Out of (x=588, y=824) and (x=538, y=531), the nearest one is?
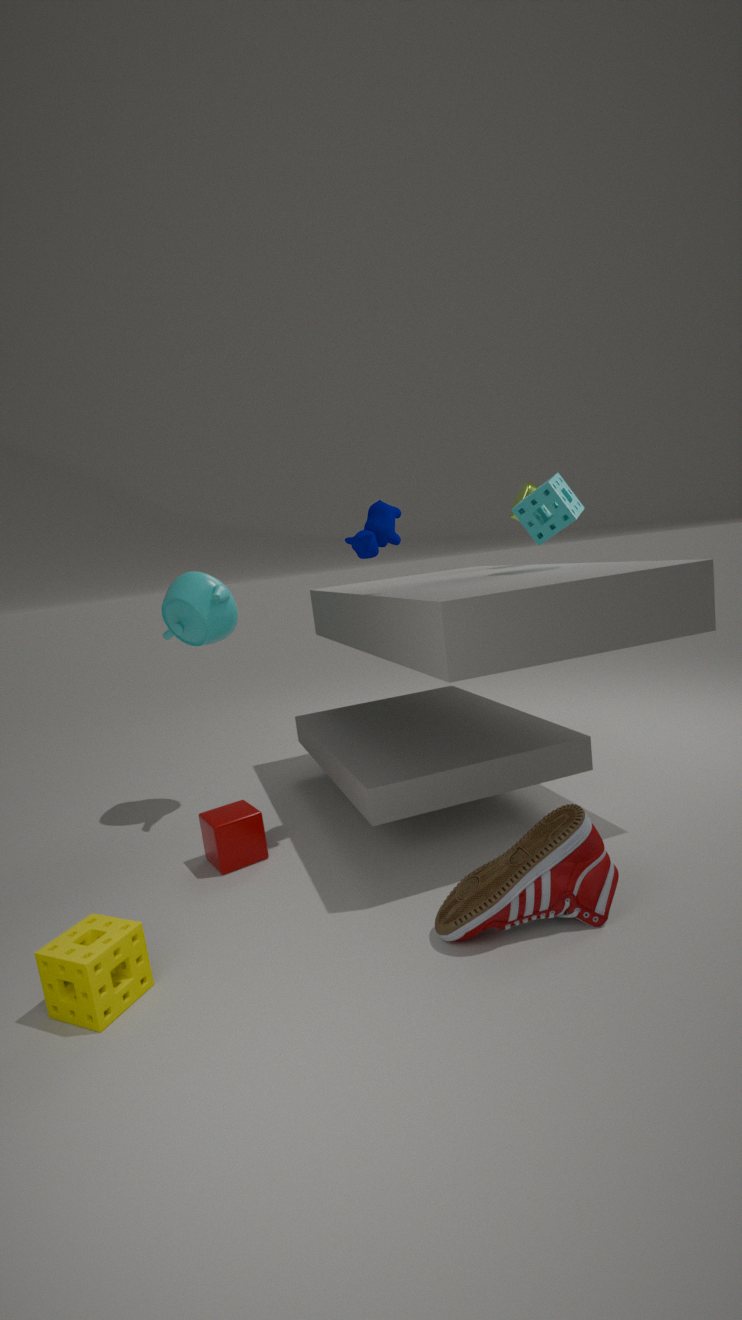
(x=588, y=824)
